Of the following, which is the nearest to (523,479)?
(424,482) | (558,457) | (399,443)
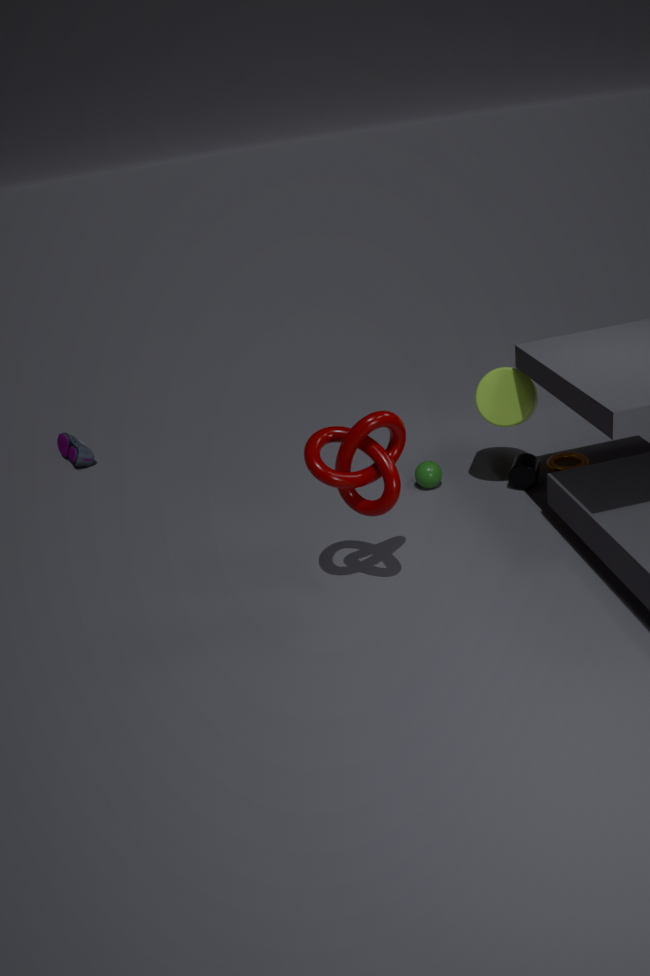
(558,457)
